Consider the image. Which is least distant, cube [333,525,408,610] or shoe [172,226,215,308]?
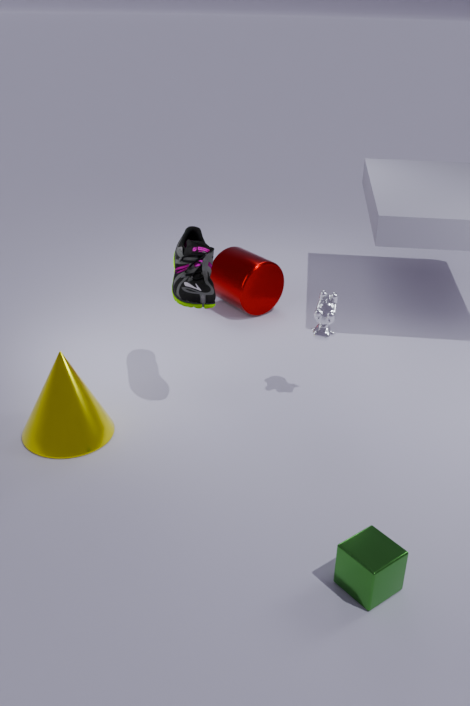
cube [333,525,408,610]
